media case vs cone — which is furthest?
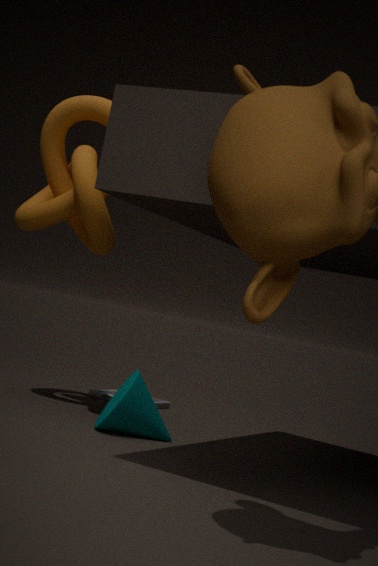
media case
